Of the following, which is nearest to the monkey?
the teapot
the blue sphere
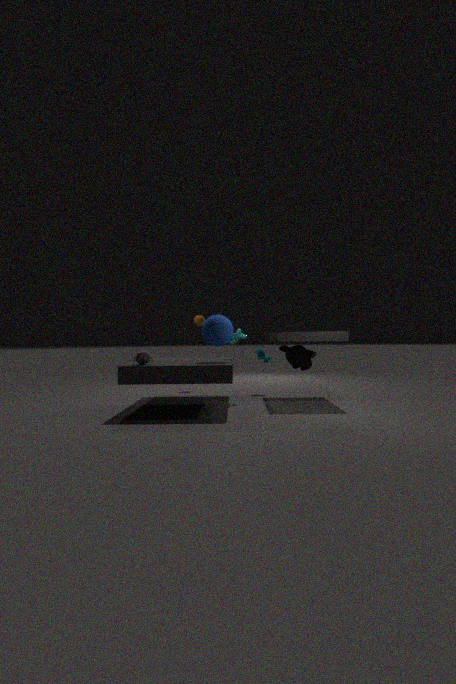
the blue sphere
